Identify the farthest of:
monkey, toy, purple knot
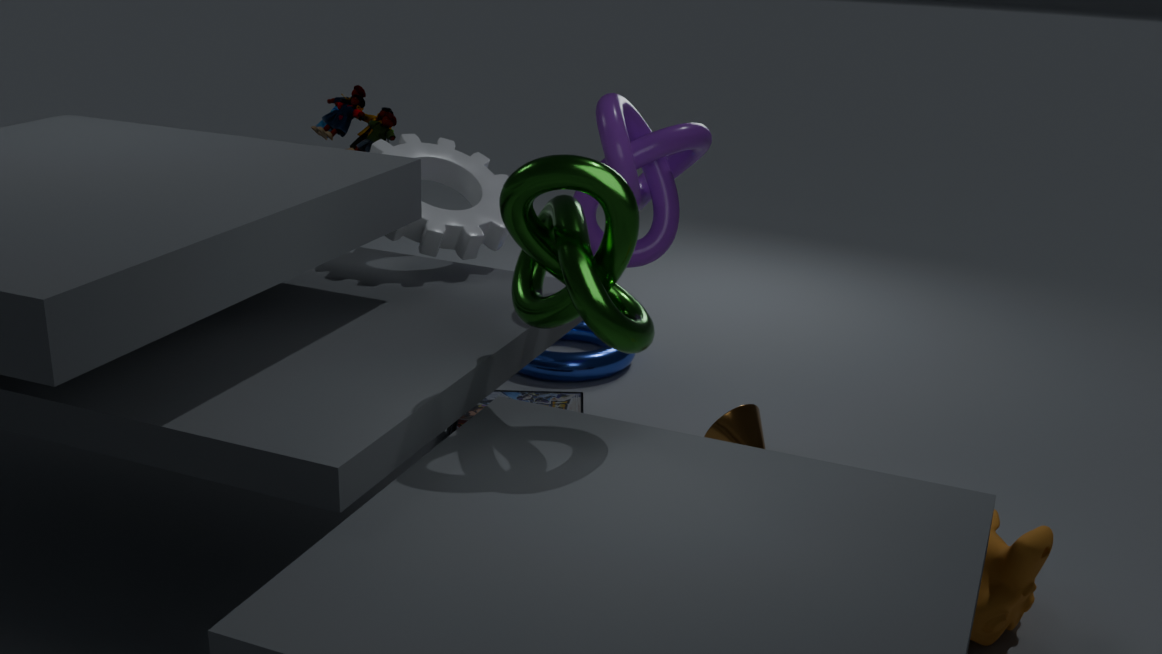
toy
